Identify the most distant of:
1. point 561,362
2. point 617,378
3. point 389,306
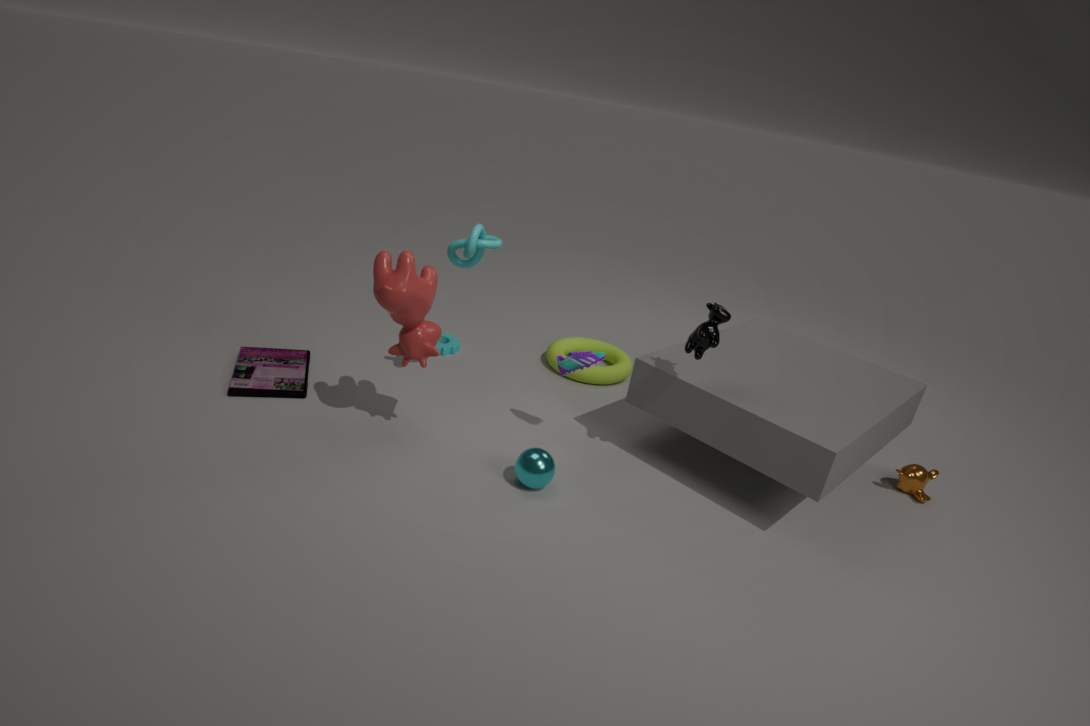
point 617,378
